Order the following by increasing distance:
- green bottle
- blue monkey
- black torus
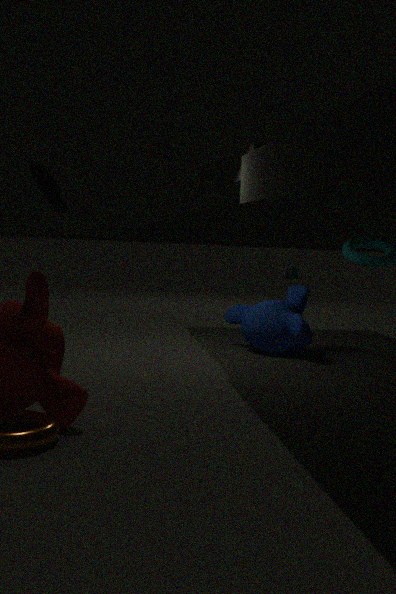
black torus < blue monkey < green bottle
